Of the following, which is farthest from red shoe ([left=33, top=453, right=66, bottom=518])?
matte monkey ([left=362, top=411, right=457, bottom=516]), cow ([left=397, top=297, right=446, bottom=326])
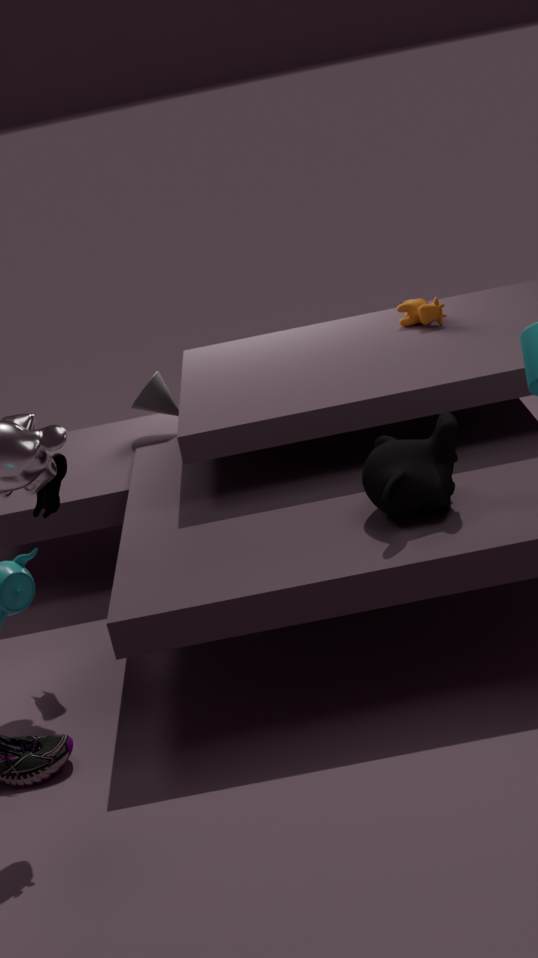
cow ([left=397, top=297, right=446, bottom=326])
